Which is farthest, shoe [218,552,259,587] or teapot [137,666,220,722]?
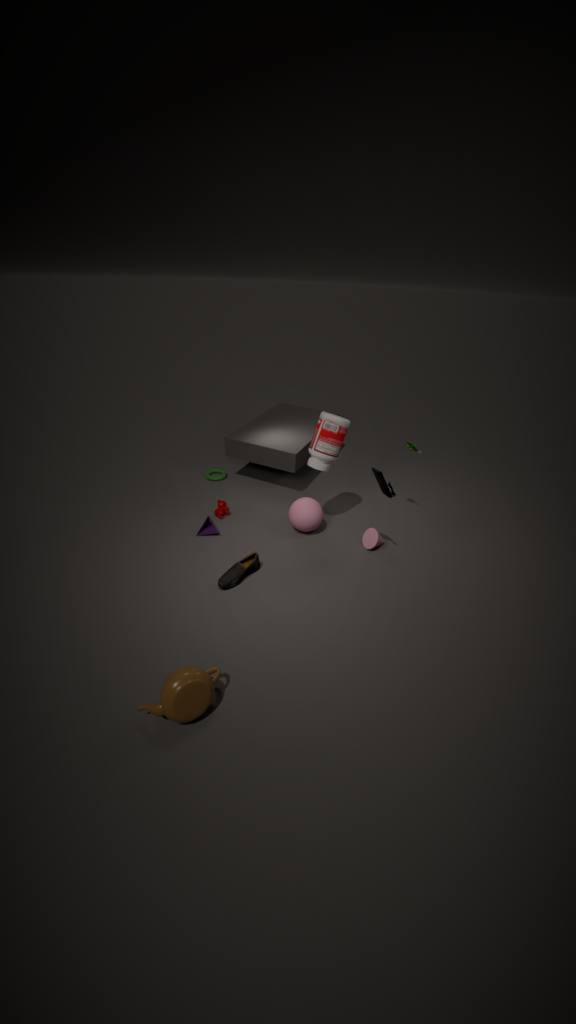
shoe [218,552,259,587]
